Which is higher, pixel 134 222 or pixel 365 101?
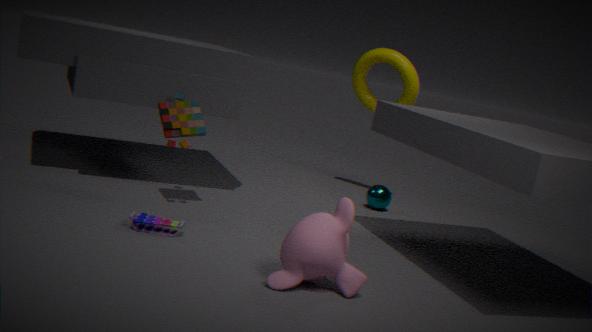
pixel 365 101
